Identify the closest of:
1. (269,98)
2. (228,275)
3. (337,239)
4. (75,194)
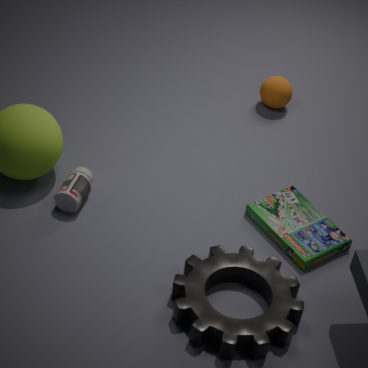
(228,275)
